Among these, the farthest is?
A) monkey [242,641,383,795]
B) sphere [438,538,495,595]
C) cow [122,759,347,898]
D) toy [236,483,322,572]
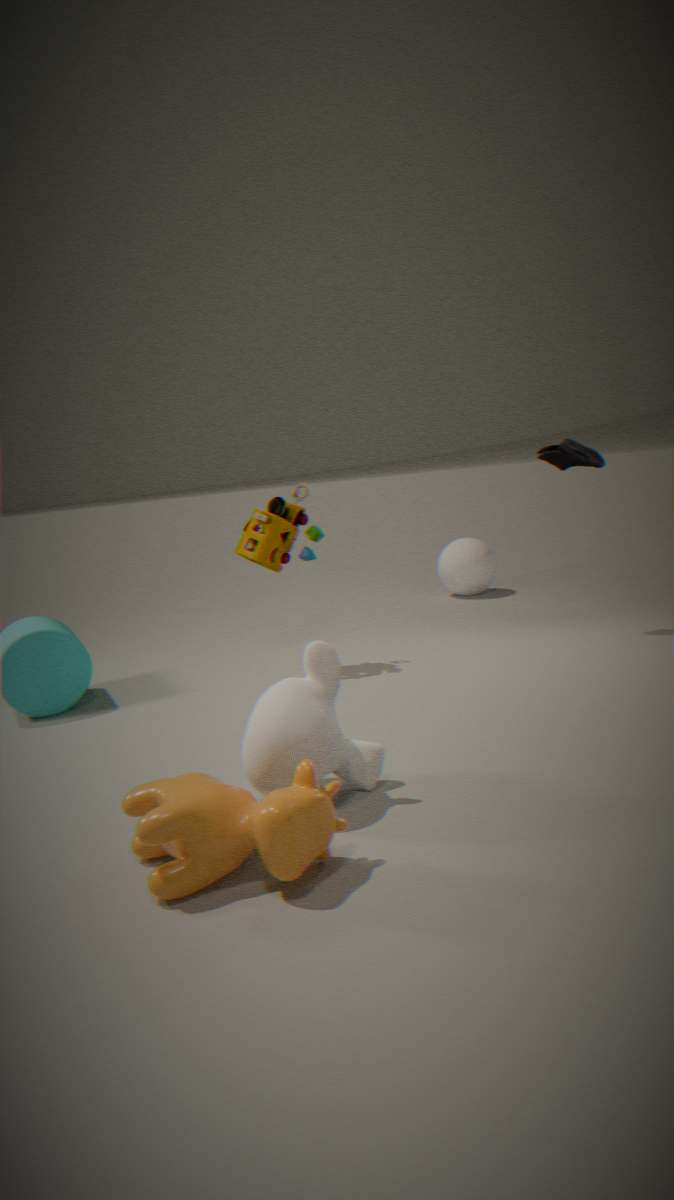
sphere [438,538,495,595]
